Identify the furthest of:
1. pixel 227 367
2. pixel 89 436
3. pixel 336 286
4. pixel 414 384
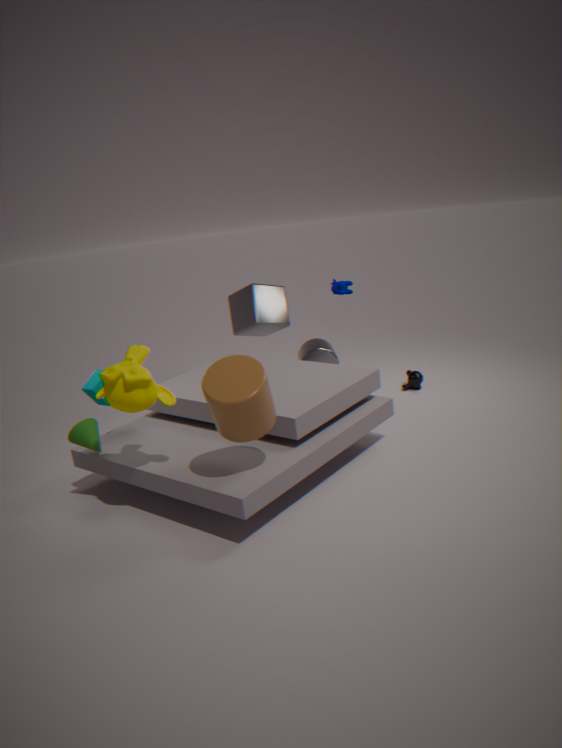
pixel 414 384
